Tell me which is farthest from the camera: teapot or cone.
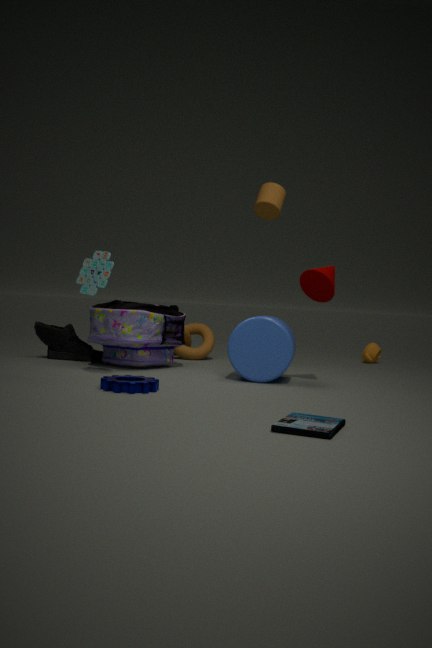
teapot
